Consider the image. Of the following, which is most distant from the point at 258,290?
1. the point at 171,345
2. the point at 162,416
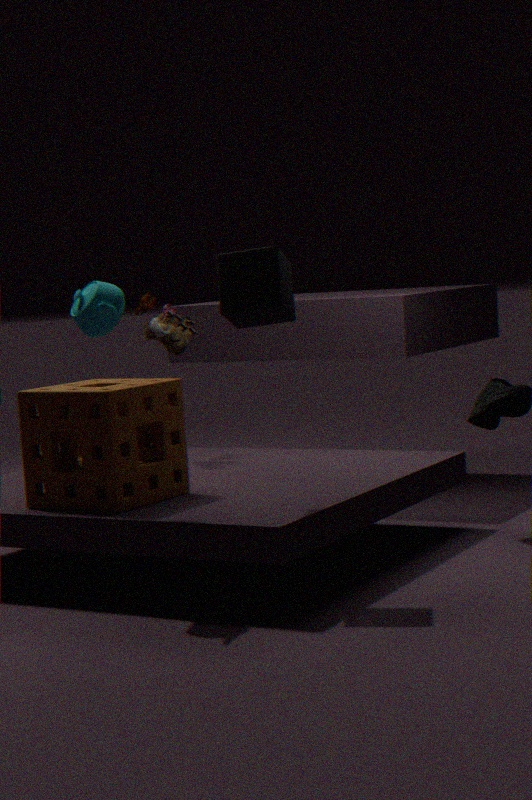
the point at 171,345
